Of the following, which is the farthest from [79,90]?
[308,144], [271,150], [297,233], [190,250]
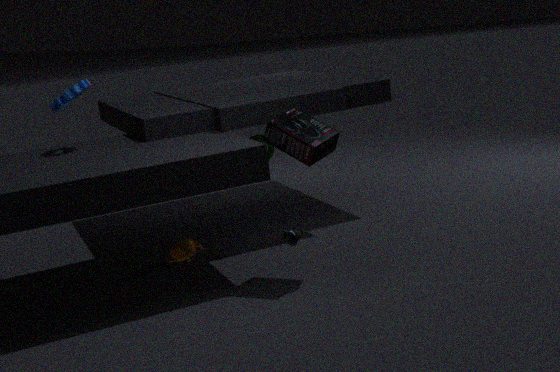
[297,233]
